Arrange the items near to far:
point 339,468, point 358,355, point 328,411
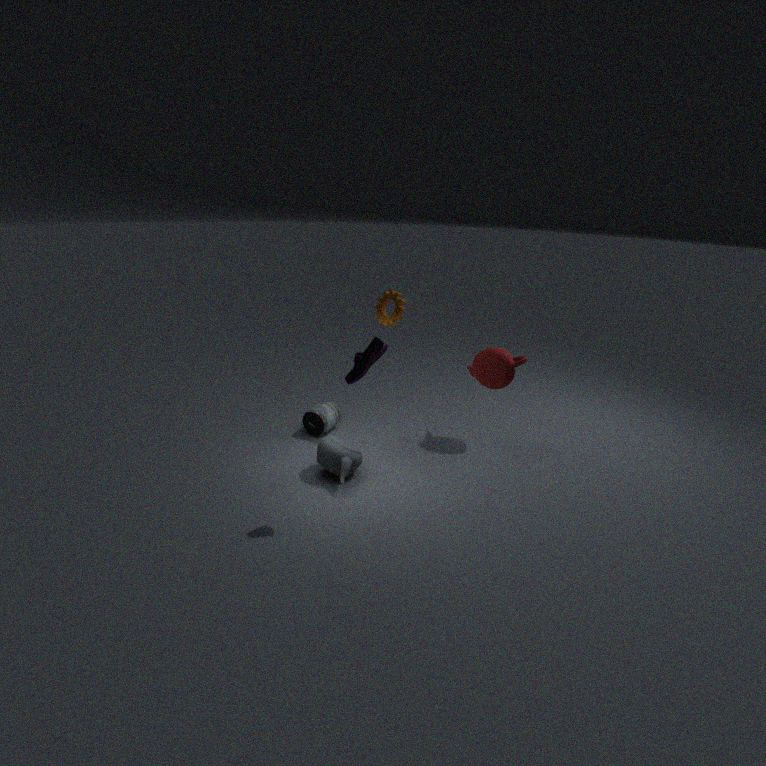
1. point 358,355
2. point 339,468
3. point 328,411
